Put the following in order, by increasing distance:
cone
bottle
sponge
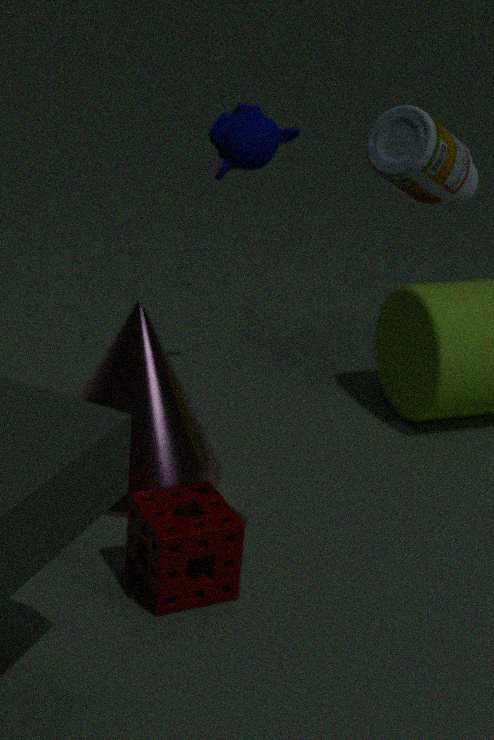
bottle, sponge, cone
